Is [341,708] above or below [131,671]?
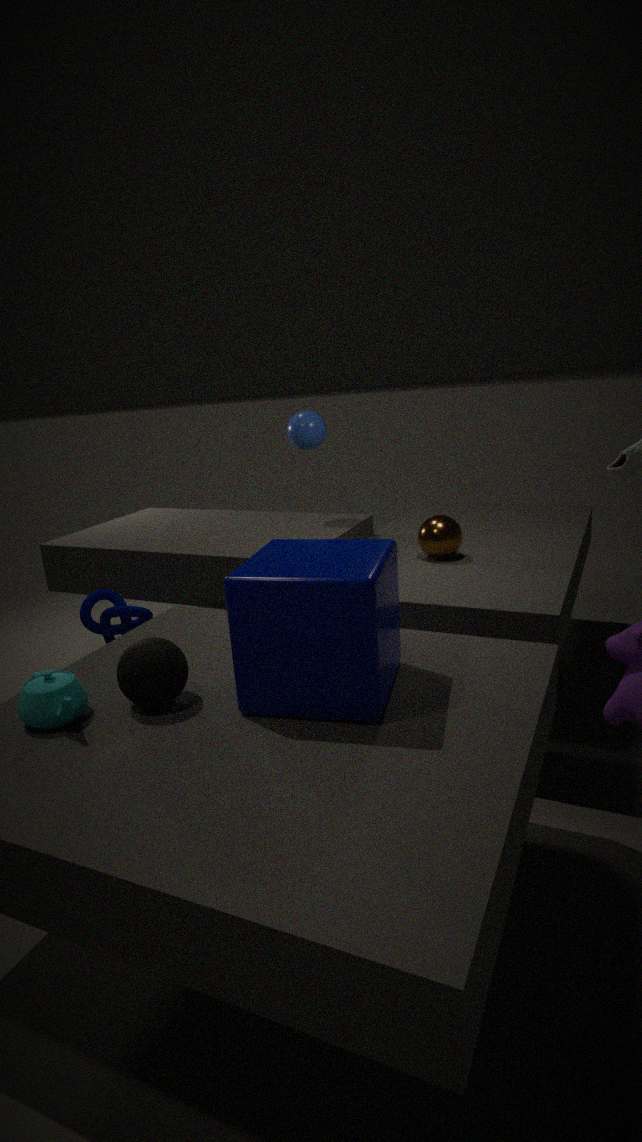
above
